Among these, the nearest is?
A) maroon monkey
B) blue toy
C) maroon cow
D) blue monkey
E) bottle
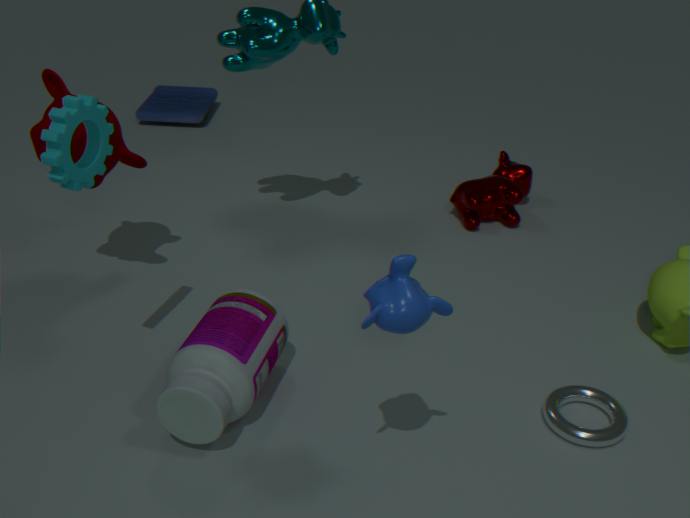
blue monkey
